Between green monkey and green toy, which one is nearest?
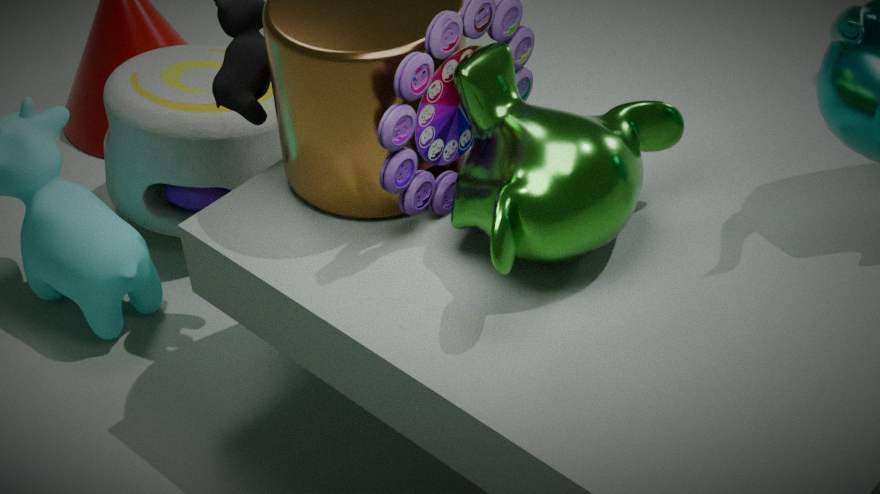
green monkey
